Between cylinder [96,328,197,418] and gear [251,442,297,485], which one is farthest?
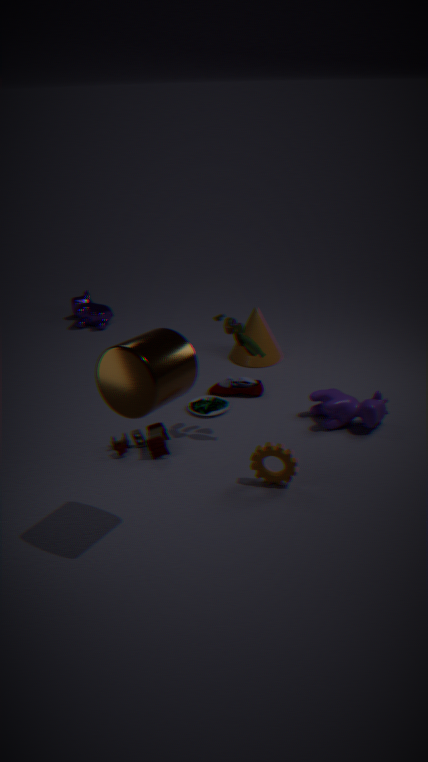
gear [251,442,297,485]
